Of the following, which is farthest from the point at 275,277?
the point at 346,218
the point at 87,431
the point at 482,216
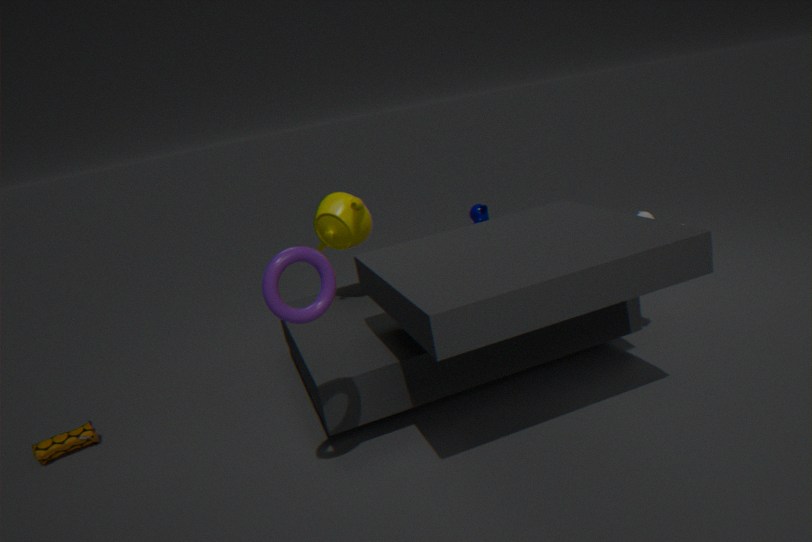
the point at 482,216
